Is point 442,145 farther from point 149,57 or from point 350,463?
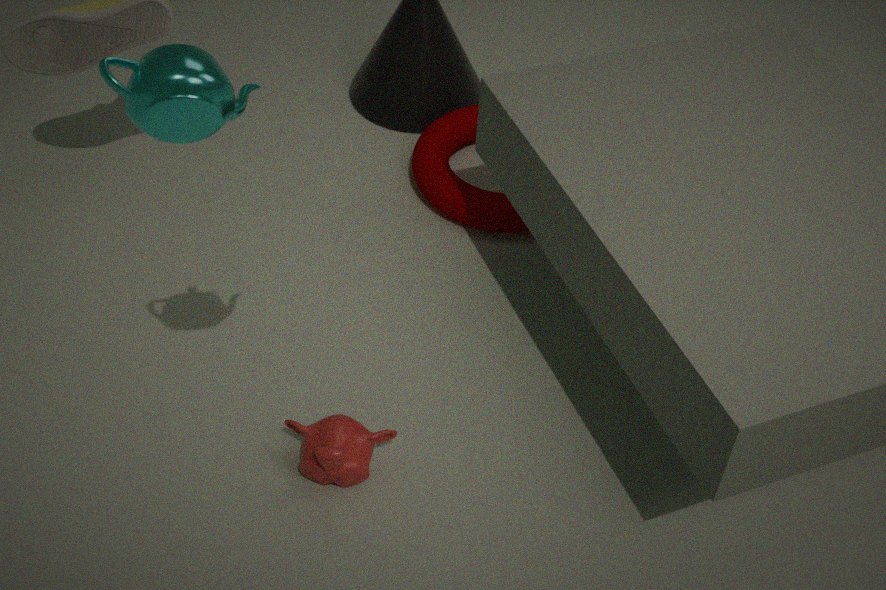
point 149,57
